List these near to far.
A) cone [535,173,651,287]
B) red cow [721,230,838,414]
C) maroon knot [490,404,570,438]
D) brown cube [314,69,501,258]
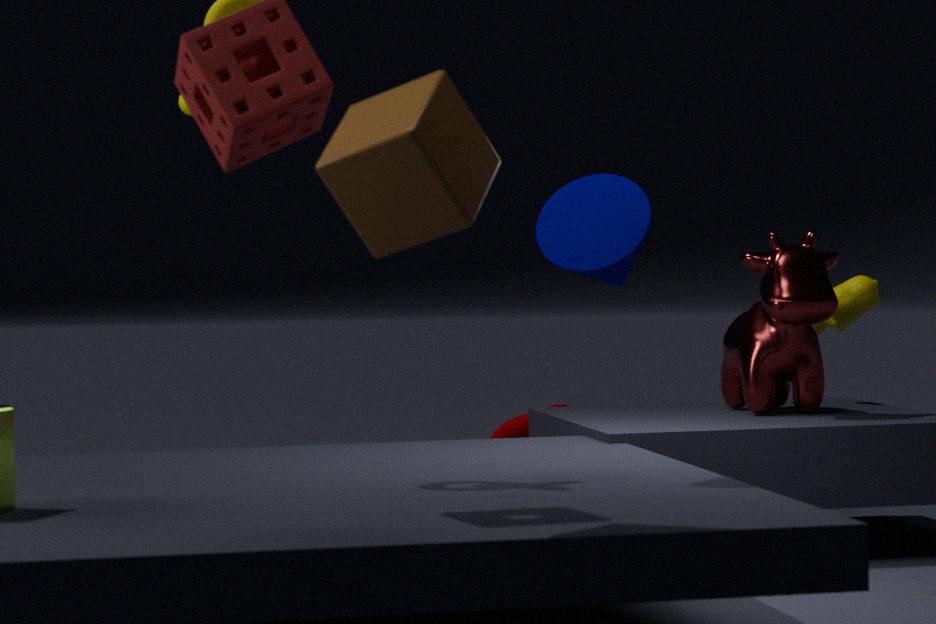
brown cube [314,69,501,258], cone [535,173,651,287], red cow [721,230,838,414], maroon knot [490,404,570,438]
